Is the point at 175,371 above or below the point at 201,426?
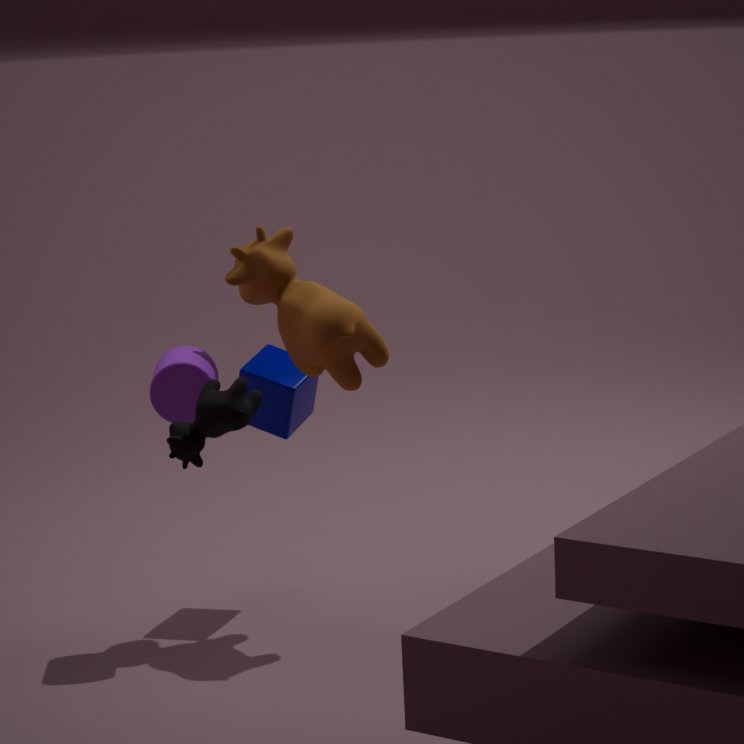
below
